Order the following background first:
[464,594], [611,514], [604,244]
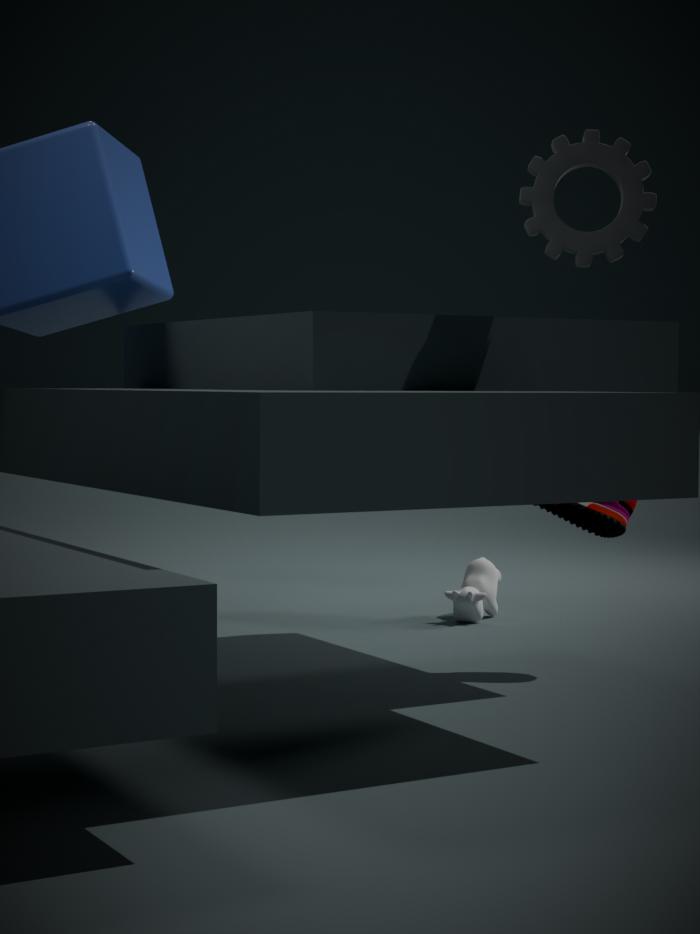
1. [464,594]
2. [611,514]
3. [604,244]
